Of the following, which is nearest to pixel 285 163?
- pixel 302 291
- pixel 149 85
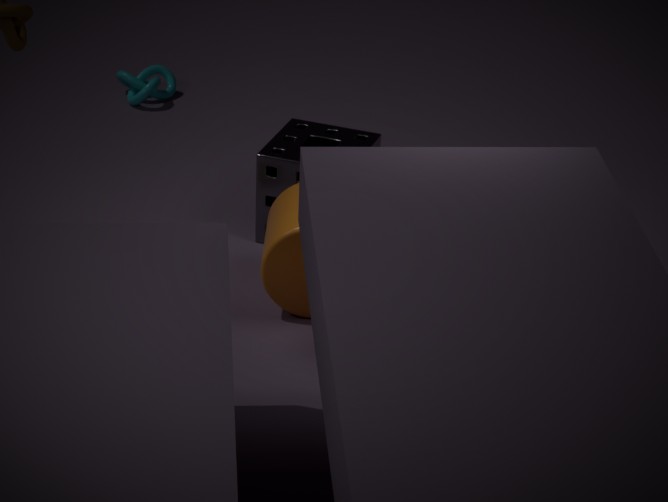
pixel 302 291
